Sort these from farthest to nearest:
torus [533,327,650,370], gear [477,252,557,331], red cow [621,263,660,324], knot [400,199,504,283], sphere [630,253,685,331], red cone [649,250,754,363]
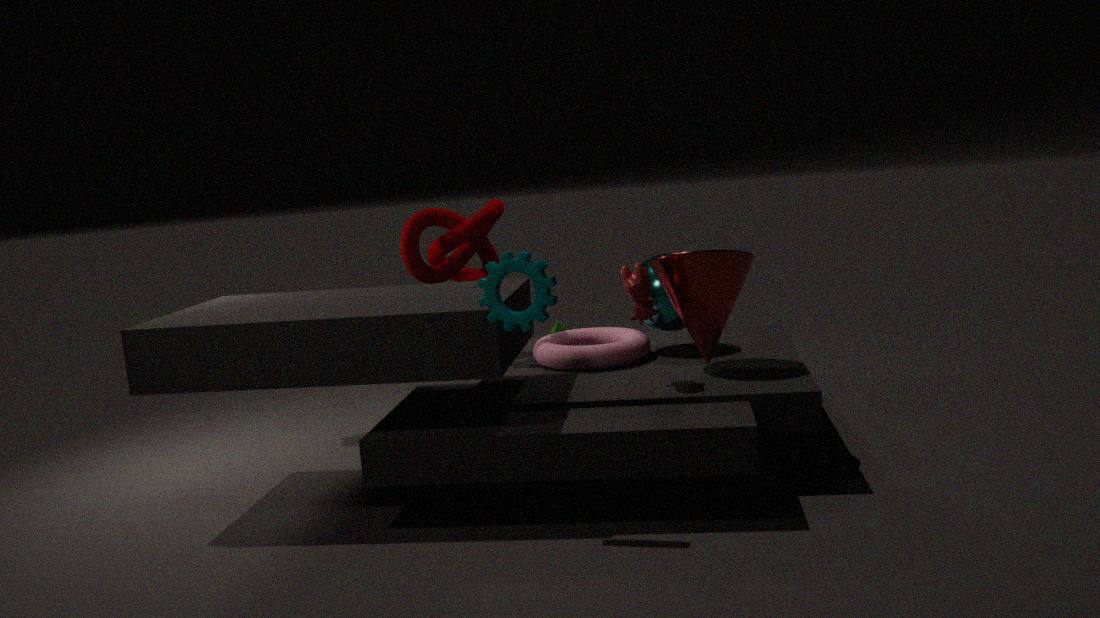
knot [400,199,504,283] → sphere [630,253,685,331] → torus [533,327,650,370] → red cone [649,250,754,363] → red cow [621,263,660,324] → gear [477,252,557,331]
